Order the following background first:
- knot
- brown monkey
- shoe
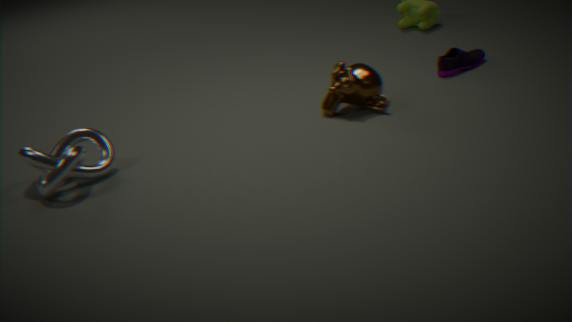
shoe, brown monkey, knot
